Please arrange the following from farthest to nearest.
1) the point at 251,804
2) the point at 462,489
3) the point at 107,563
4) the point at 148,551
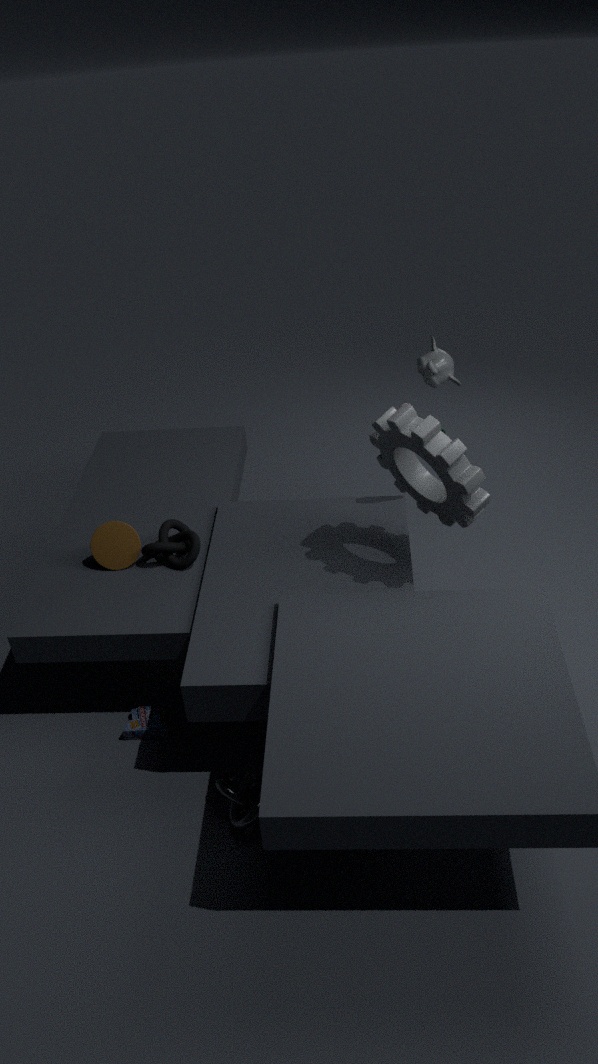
3. the point at 107,563
4. the point at 148,551
1. the point at 251,804
2. the point at 462,489
